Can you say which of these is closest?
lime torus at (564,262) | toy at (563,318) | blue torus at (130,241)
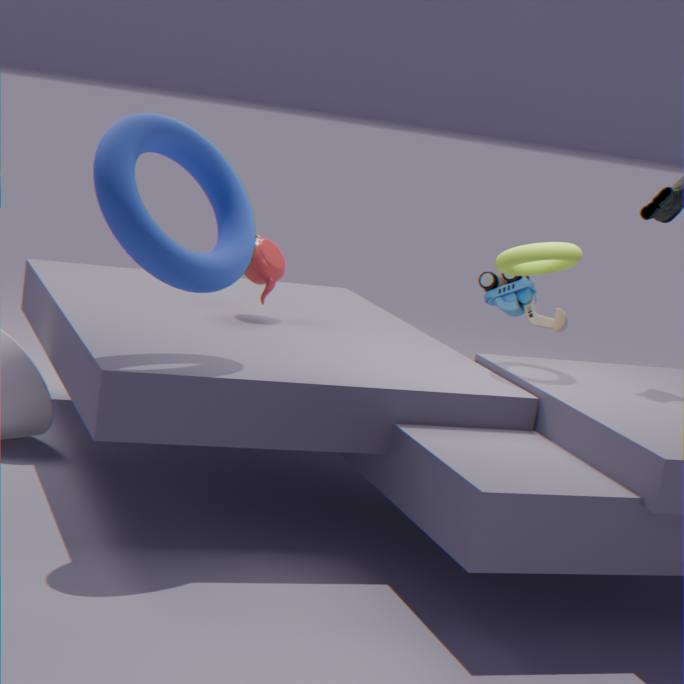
blue torus at (130,241)
